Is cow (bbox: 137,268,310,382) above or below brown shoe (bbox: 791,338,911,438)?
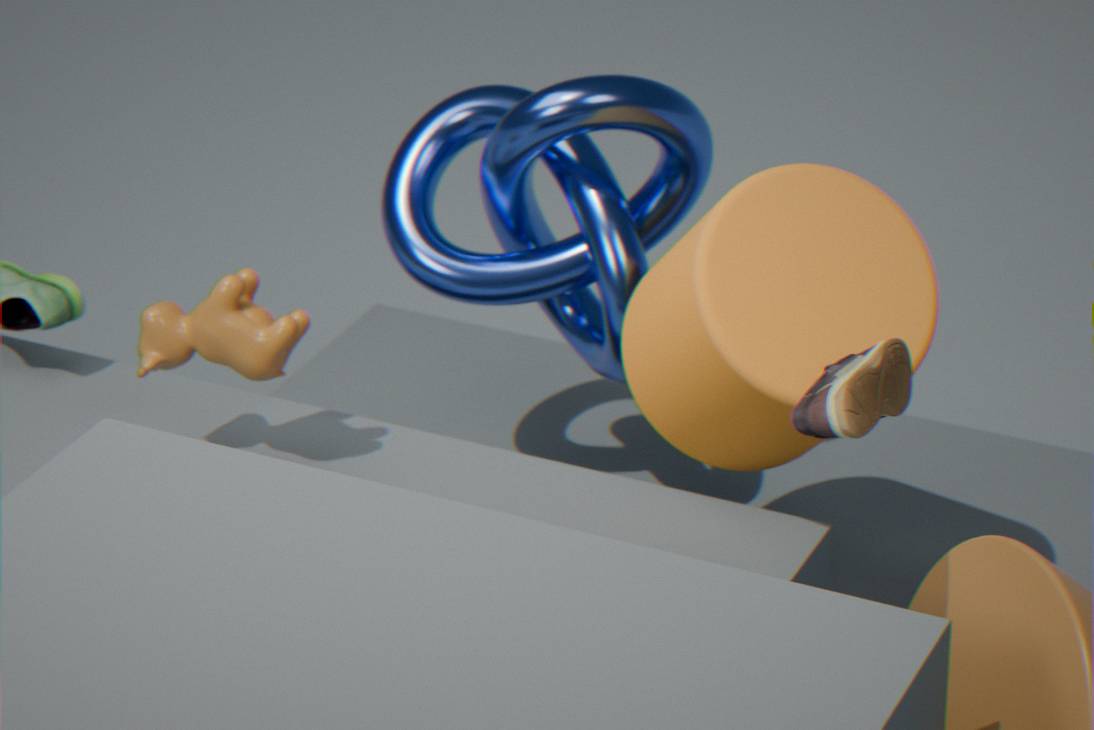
below
